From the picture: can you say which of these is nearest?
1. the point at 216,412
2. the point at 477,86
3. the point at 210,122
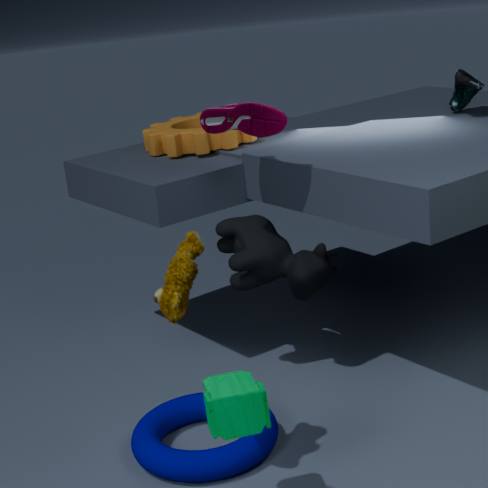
the point at 216,412
